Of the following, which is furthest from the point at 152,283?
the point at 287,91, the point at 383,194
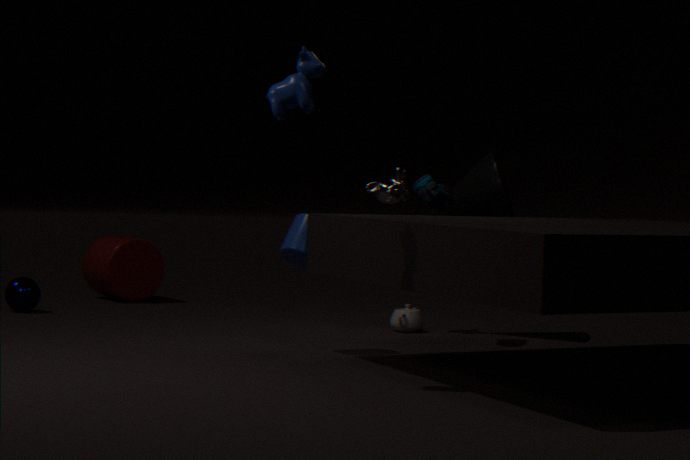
the point at 287,91
